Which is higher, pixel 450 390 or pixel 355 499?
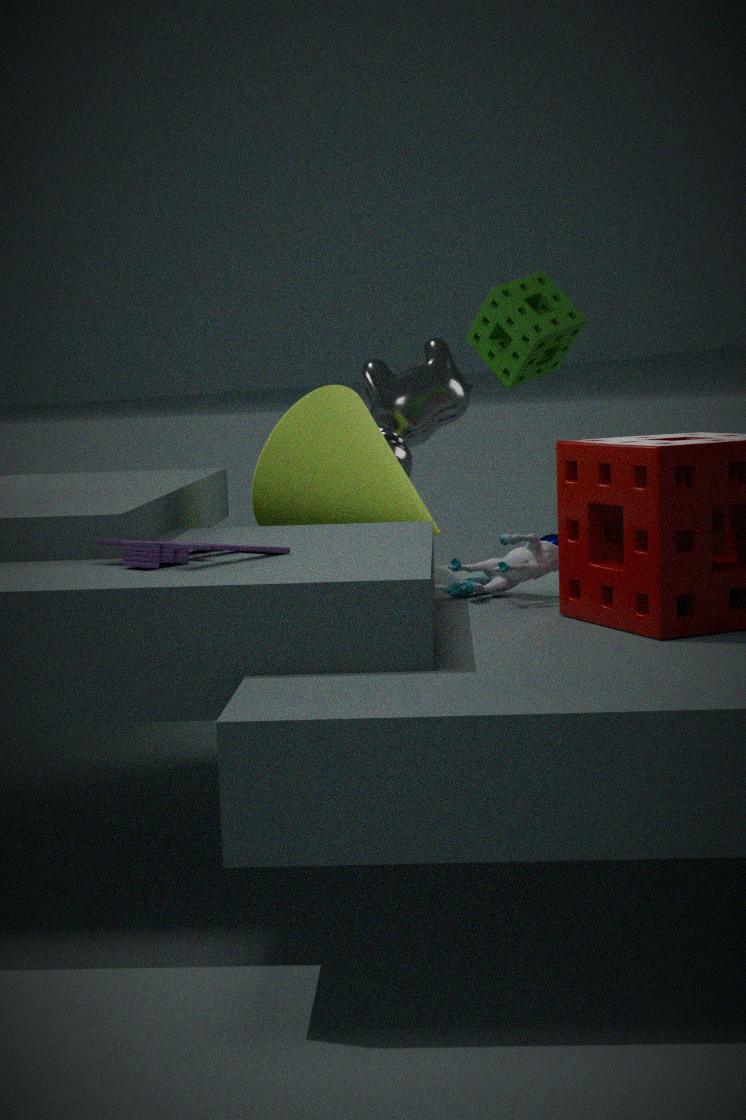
pixel 450 390
